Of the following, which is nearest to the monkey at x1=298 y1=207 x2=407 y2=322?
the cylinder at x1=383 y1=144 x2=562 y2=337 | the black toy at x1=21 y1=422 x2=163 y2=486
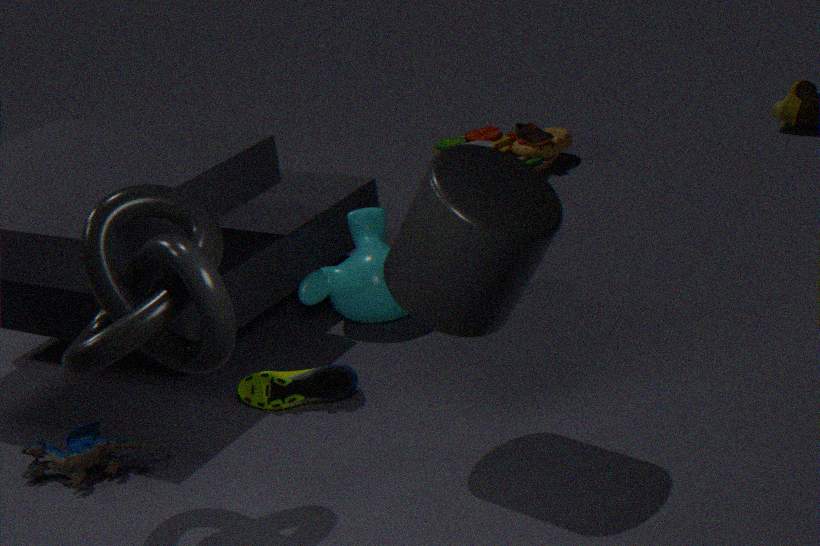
the cylinder at x1=383 y1=144 x2=562 y2=337
